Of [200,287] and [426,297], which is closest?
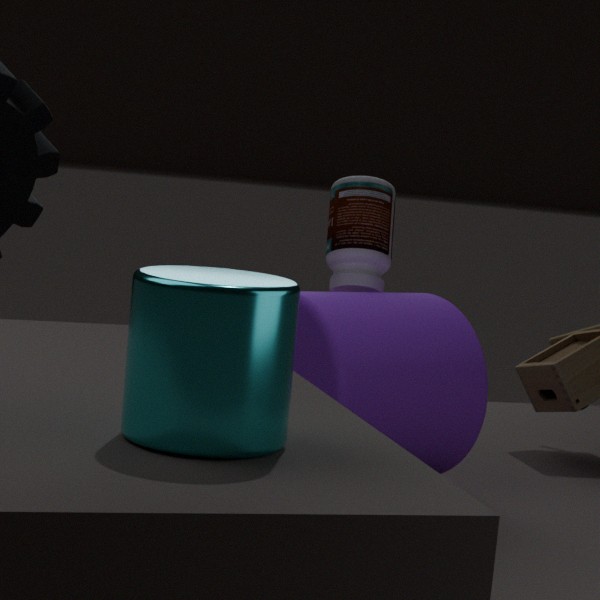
[200,287]
